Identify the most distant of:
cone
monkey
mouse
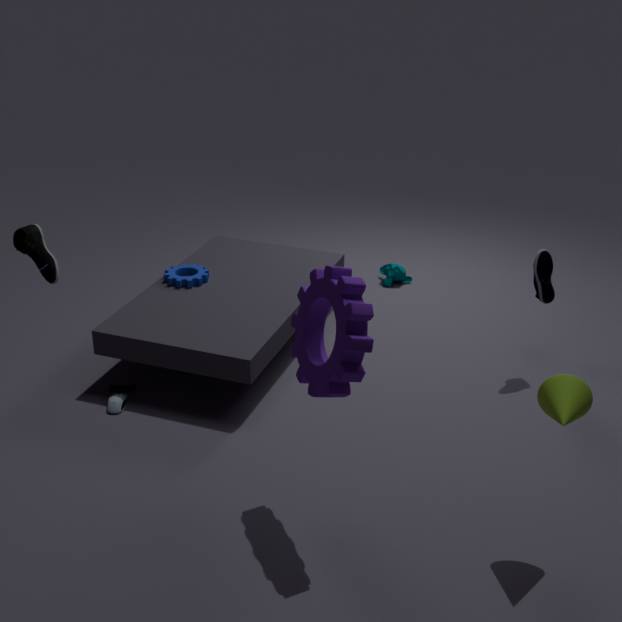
monkey
